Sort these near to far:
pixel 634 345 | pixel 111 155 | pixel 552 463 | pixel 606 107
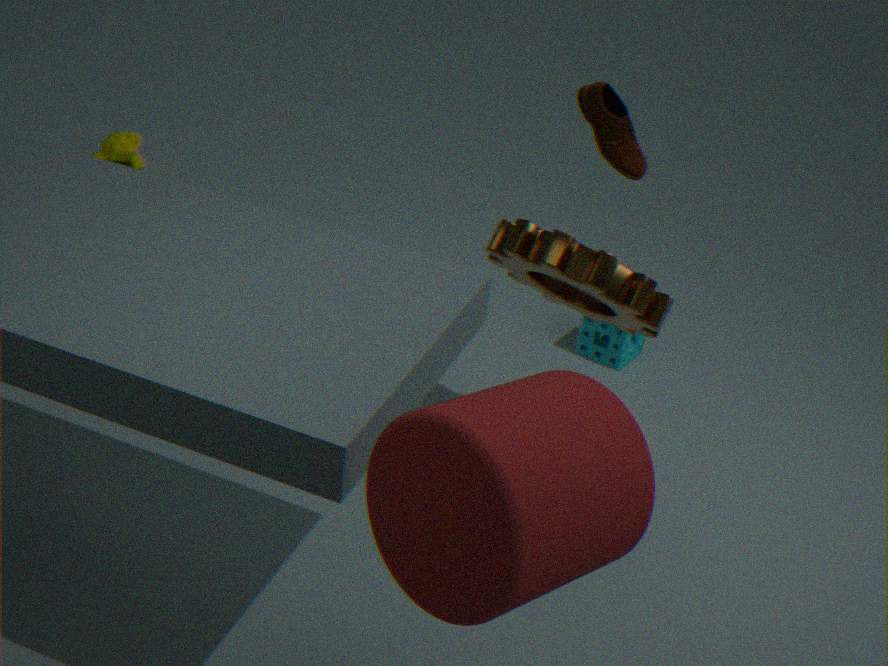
1. pixel 552 463
2. pixel 606 107
3. pixel 634 345
4. pixel 111 155
